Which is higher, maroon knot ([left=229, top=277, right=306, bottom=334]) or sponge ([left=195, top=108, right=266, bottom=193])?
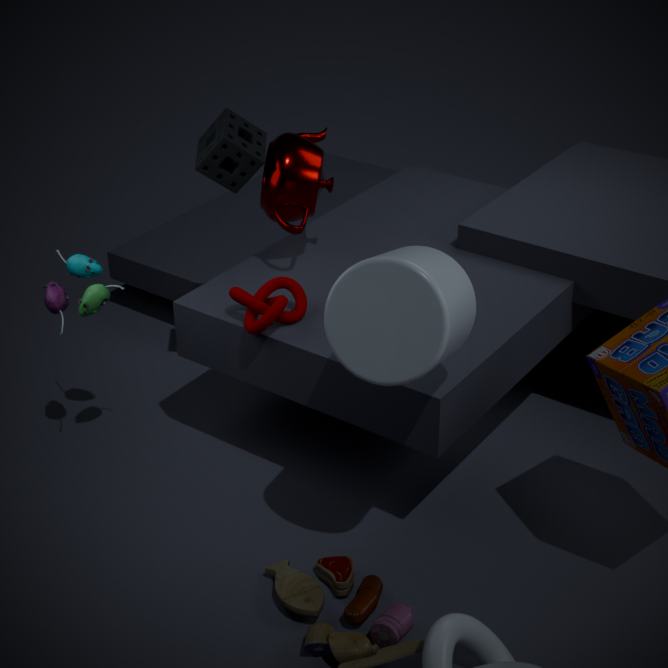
sponge ([left=195, top=108, right=266, bottom=193])
